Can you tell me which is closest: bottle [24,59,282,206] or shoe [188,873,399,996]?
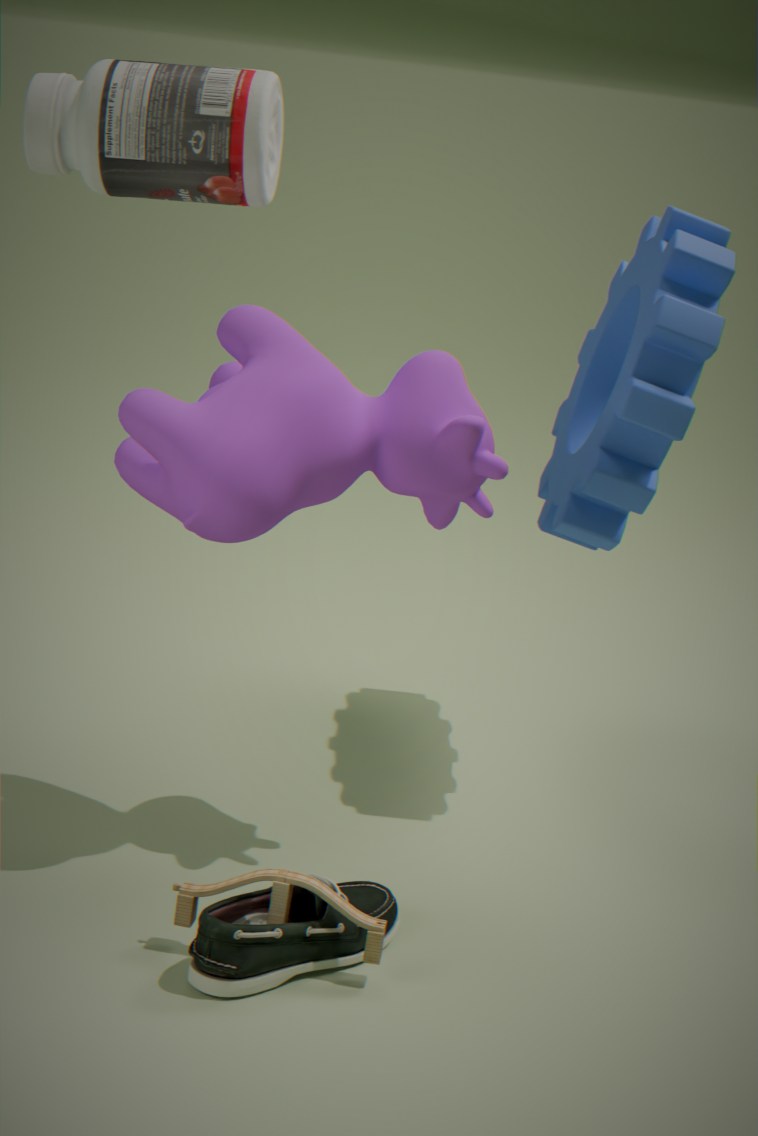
shoe [188,873,399,996]
